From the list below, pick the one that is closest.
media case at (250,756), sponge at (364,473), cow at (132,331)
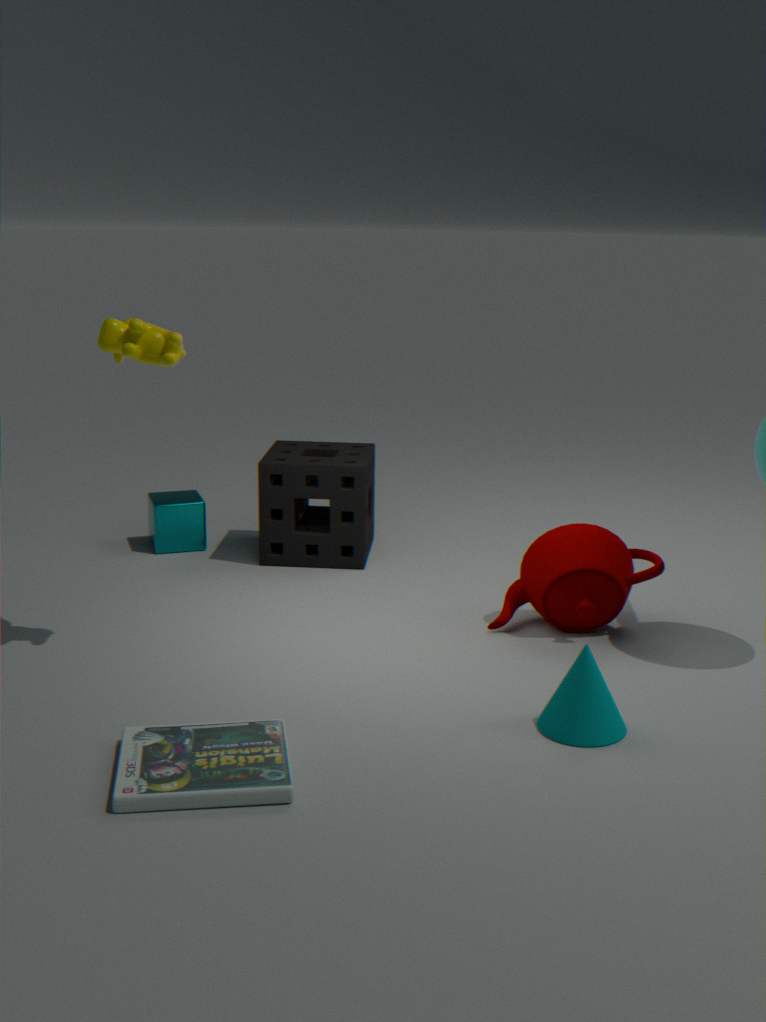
media case at (250,756)
